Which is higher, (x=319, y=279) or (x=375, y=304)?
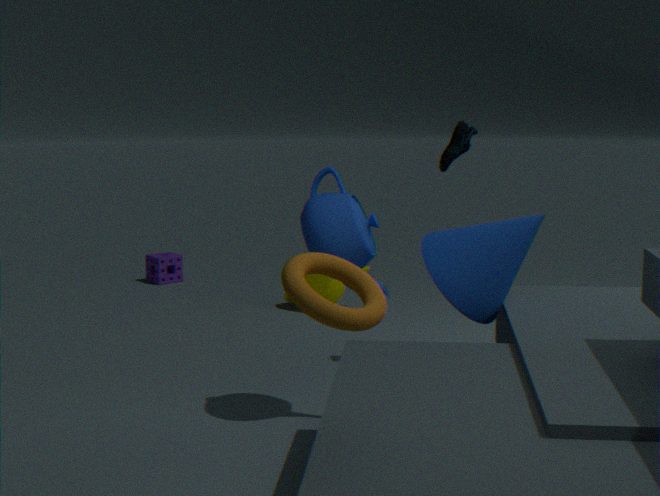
(x=375, y=304)
